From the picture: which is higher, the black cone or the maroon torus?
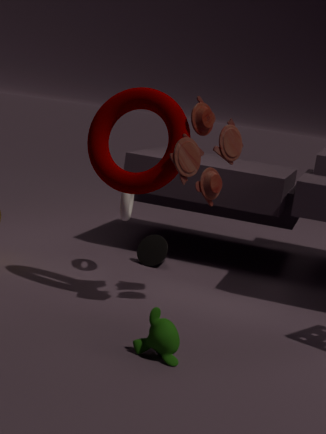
the maroon torus
